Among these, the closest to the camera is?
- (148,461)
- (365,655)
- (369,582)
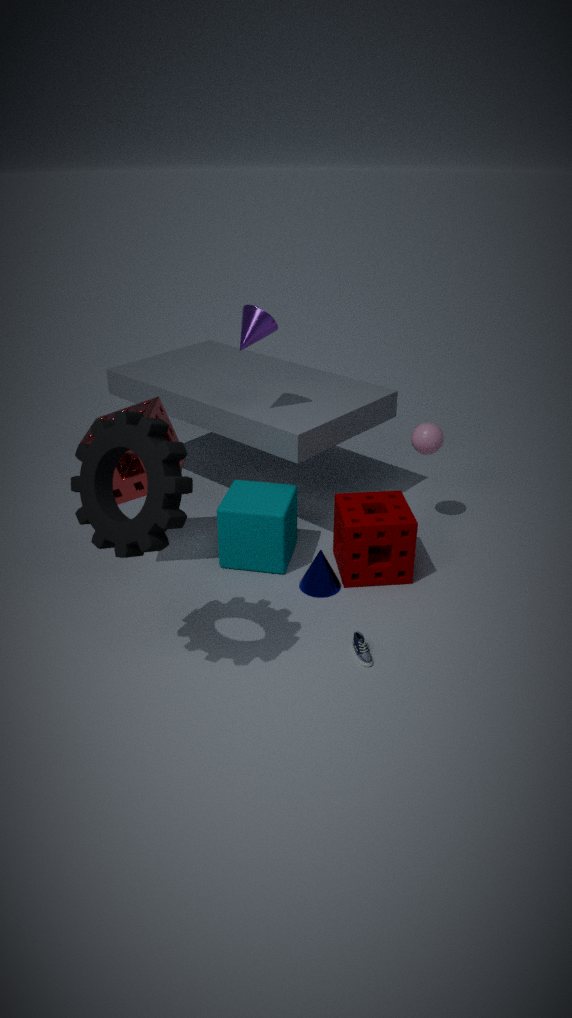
(148,461)
